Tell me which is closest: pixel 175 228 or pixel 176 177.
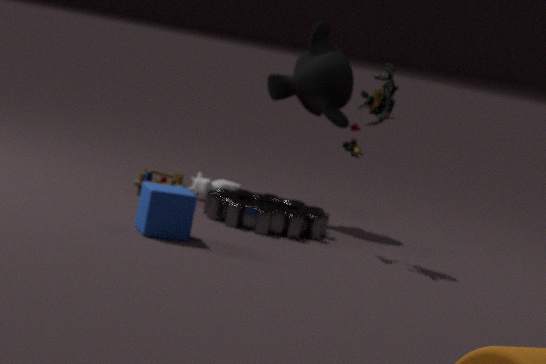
pixel 175 228
